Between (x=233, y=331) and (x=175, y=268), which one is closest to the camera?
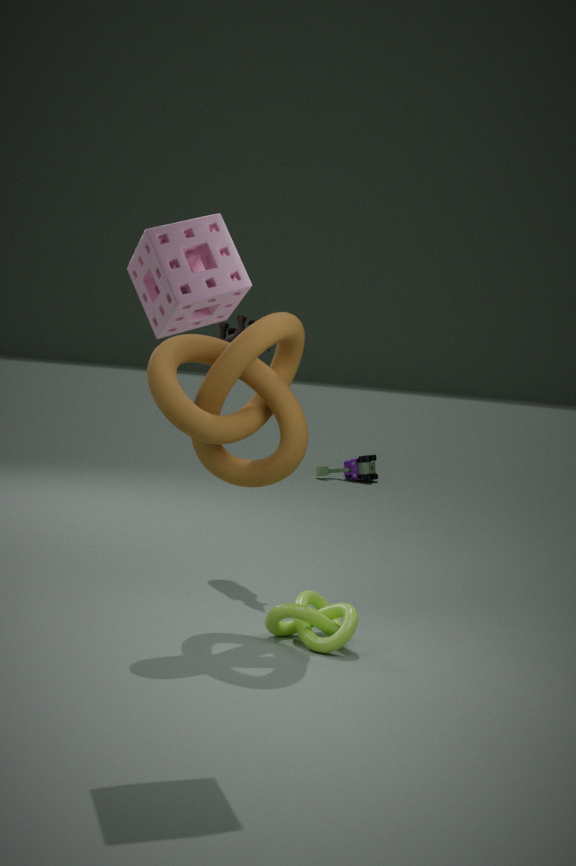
(x=175, y=268)
